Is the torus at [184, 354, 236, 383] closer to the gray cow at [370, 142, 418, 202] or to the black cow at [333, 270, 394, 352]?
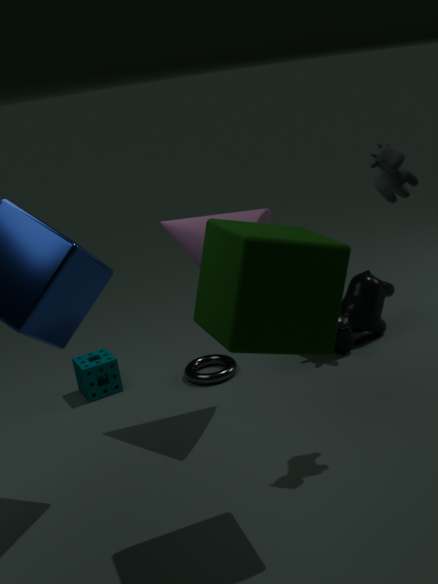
the black cow at [333, 270, 394, 352]
